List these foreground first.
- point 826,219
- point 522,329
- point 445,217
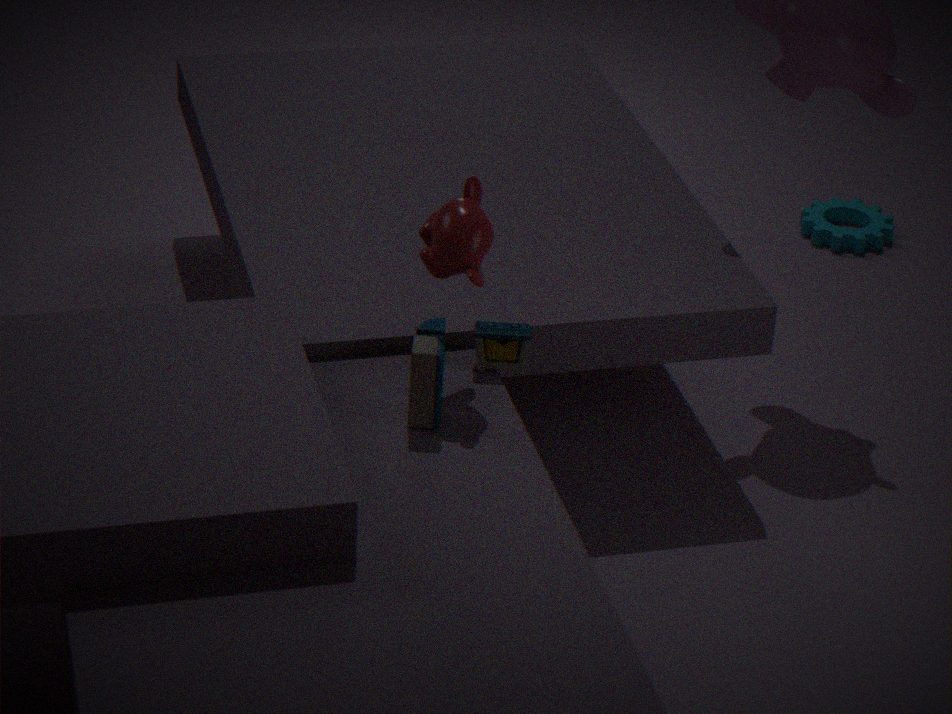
point 445,217 < point 522,329 < point 826,219
